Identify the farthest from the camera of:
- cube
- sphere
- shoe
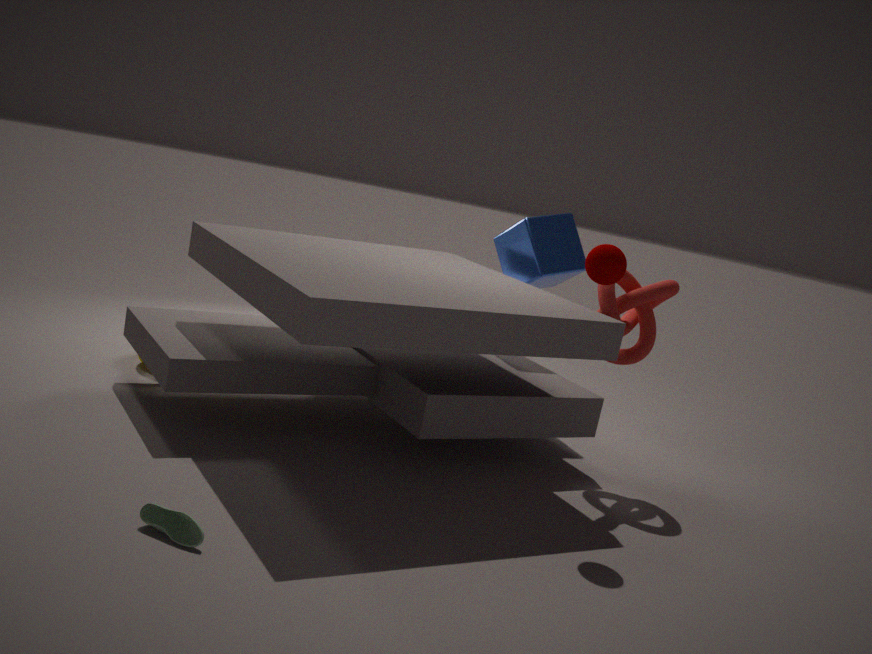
cube
